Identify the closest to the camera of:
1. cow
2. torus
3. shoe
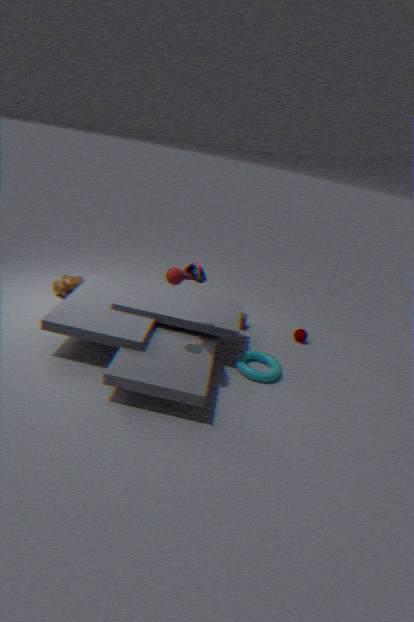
shoe
